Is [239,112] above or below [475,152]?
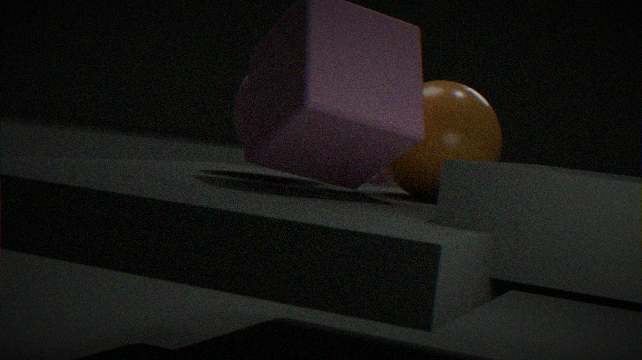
above
